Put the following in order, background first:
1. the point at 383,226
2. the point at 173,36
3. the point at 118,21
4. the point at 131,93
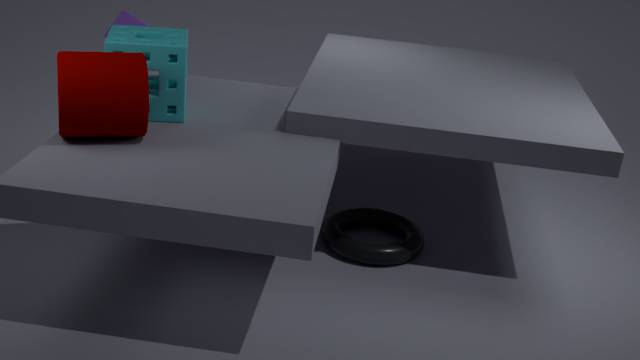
the point at 118,21
the point at 383,226
the point at 173,36
the point at 131,93
